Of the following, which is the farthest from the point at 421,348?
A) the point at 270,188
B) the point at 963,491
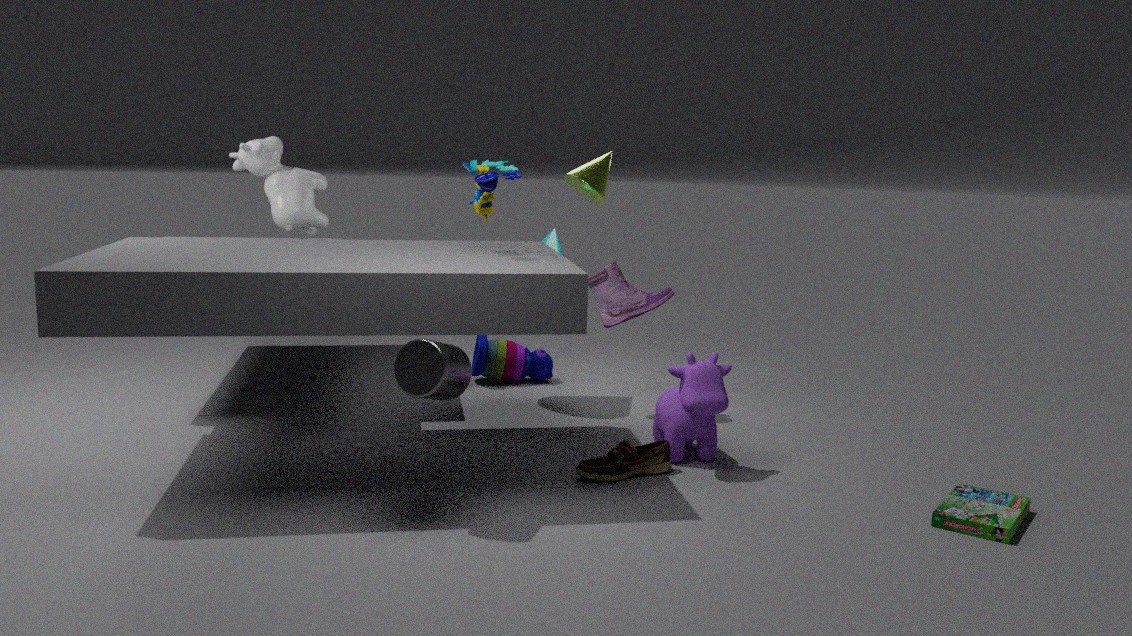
the point at 270,188
